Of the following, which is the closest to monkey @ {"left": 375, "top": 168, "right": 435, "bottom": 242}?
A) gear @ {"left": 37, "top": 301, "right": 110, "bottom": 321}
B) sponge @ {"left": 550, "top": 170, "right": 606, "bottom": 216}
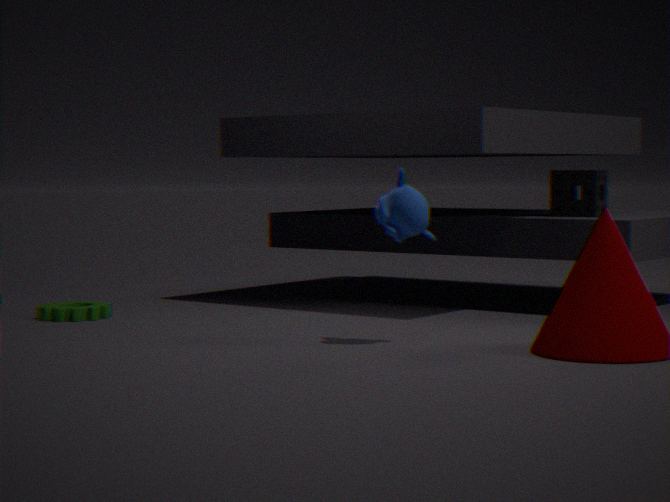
sponge @ {"left": 550, "top": 170, "right": 606, "bottom": 216}
